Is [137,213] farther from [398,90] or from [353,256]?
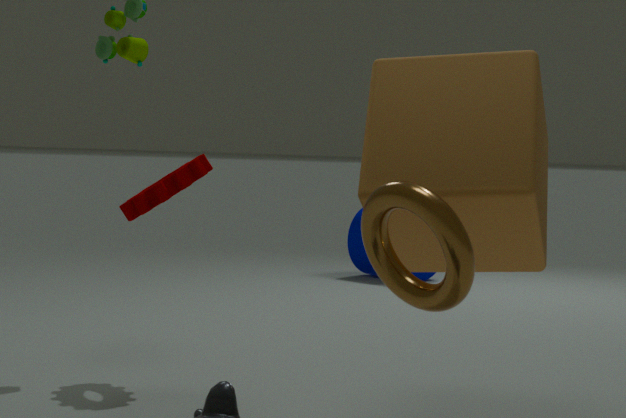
[353,256]
